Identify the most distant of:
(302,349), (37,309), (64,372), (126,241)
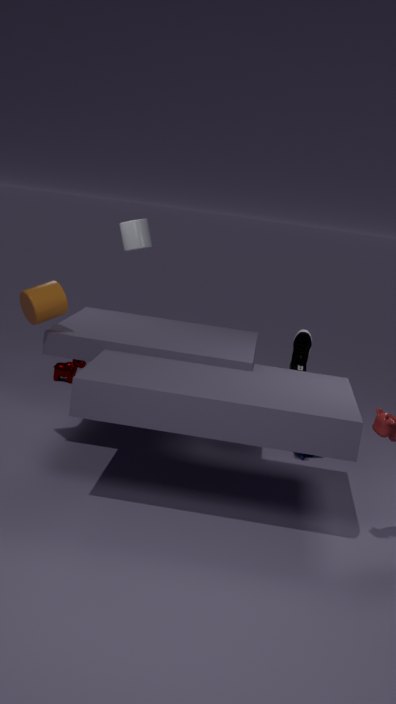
(64,372)
